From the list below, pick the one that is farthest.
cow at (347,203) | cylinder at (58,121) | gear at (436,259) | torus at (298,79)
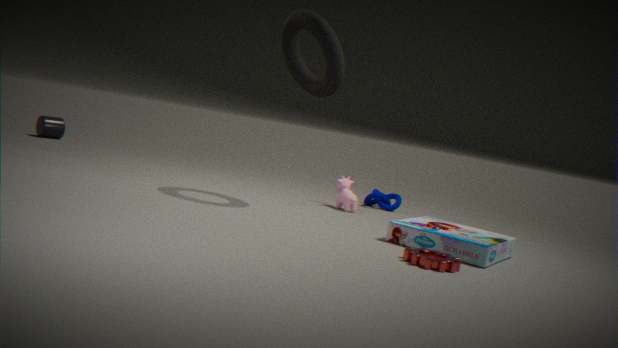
cylinder at (58,121)
